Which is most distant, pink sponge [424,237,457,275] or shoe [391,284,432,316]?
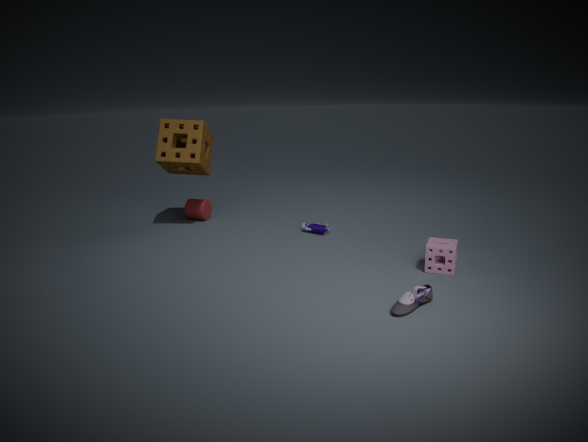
pink sponge [424,237,457,275]
